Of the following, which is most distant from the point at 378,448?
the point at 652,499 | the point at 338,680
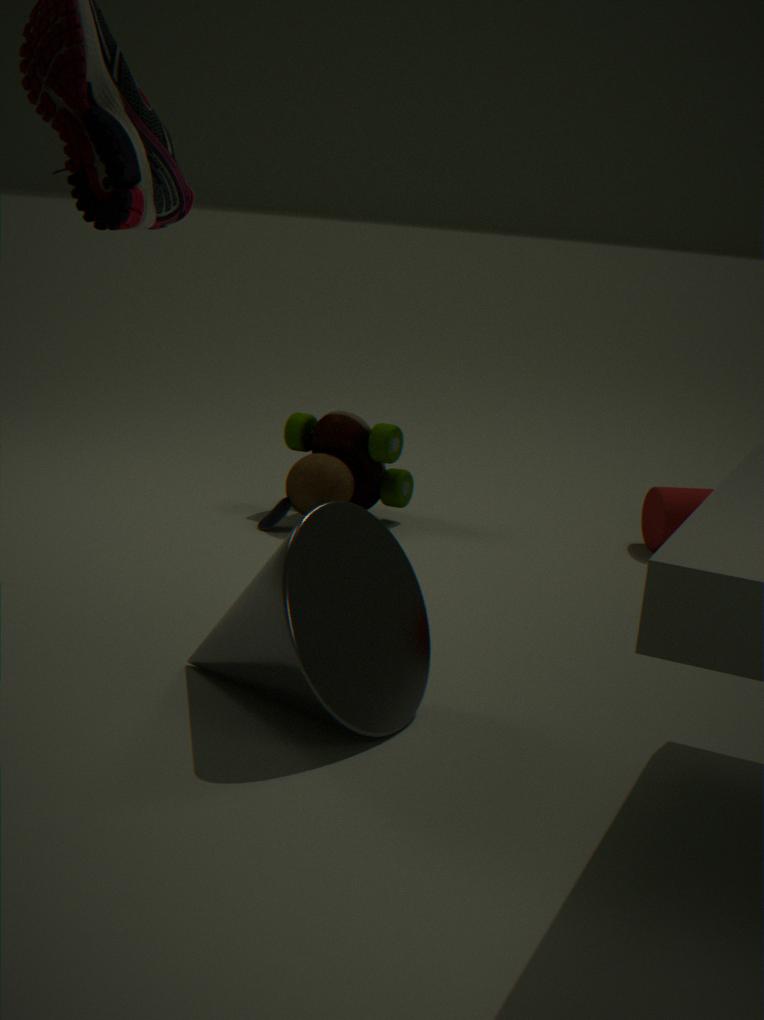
the point at 338,680
